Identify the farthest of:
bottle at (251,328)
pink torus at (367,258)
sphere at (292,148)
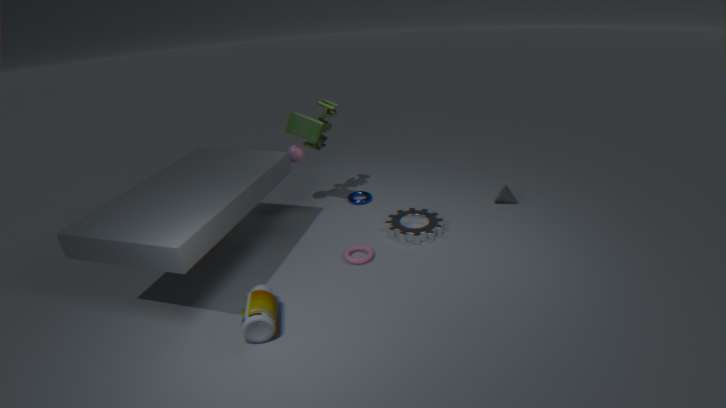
sphere at (292,148)
